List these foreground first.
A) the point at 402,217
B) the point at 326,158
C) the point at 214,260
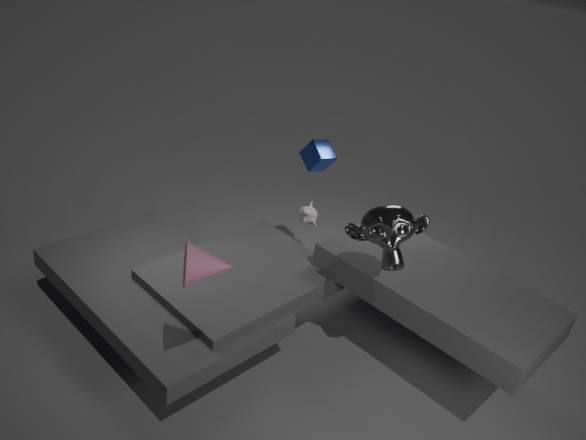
the point at 214,260 → the point at 402,217 → the point at 326,158
